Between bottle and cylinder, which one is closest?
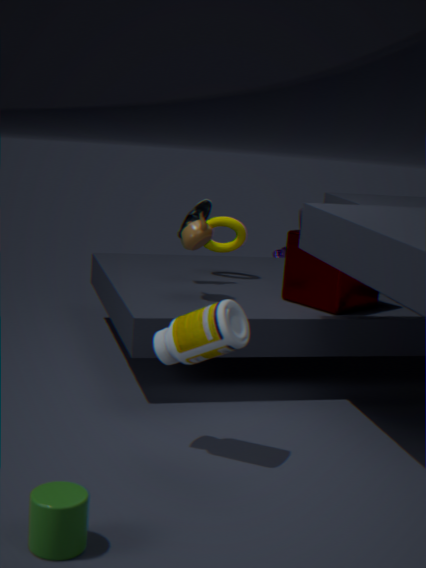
cylinder
